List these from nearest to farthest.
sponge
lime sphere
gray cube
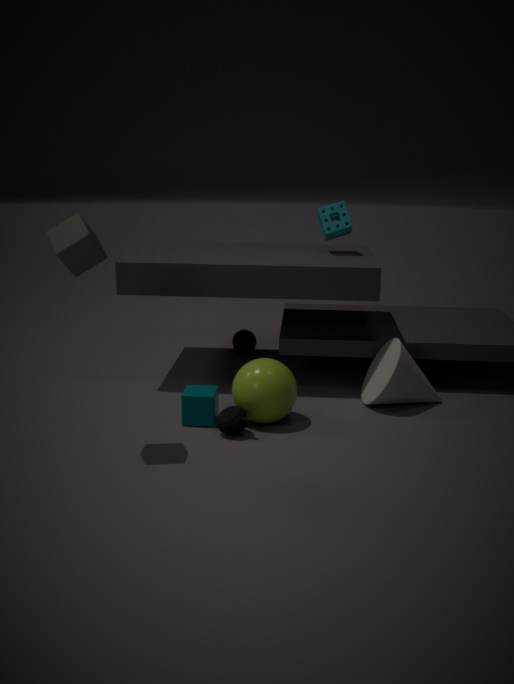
gray cube < lime sphere < sponge
